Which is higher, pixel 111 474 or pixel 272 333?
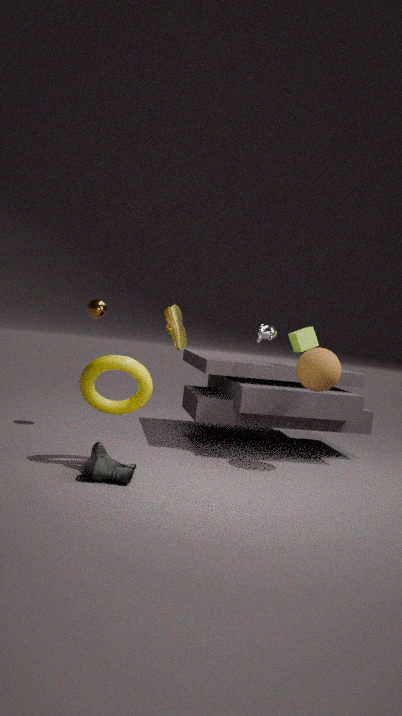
pixel 272 333
